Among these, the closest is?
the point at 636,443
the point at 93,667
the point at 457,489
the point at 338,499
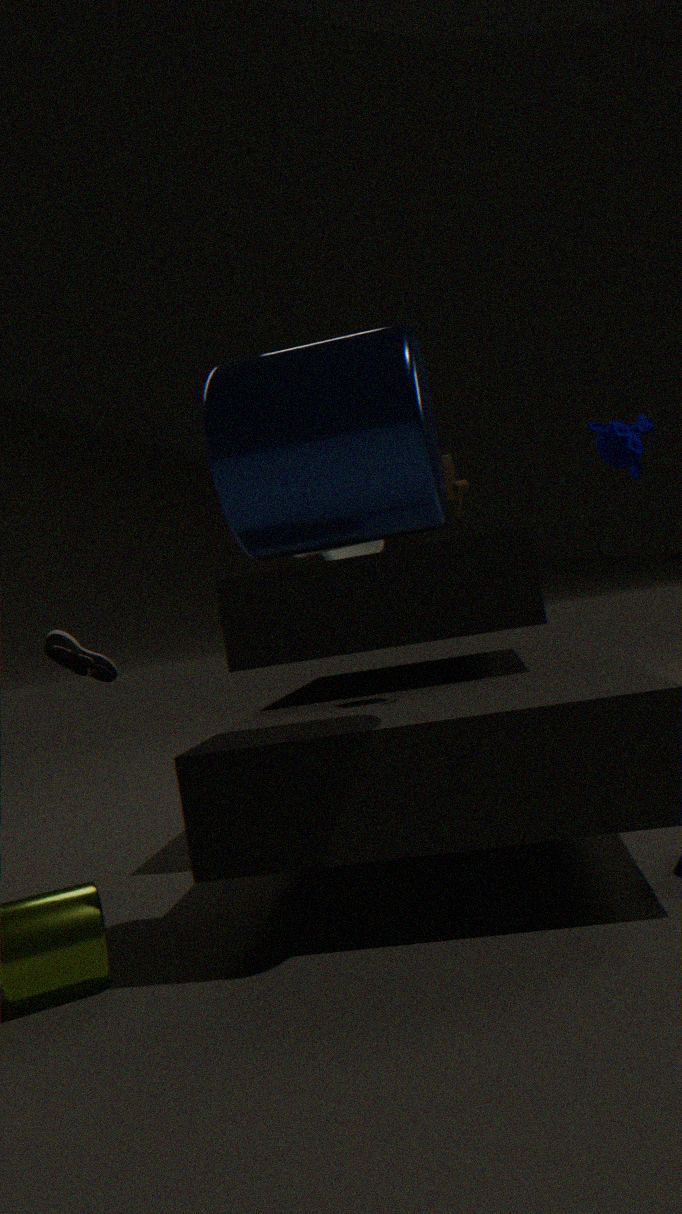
the point at 338,499
